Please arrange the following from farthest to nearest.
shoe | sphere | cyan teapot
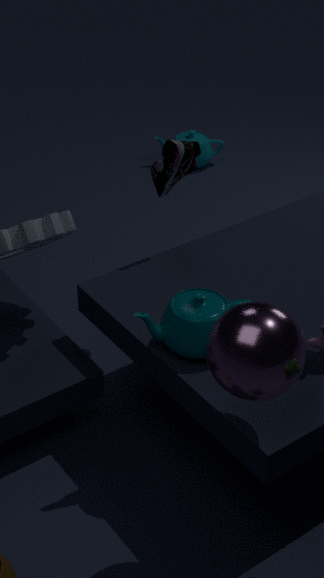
cyan teapot, shoe, sphere
